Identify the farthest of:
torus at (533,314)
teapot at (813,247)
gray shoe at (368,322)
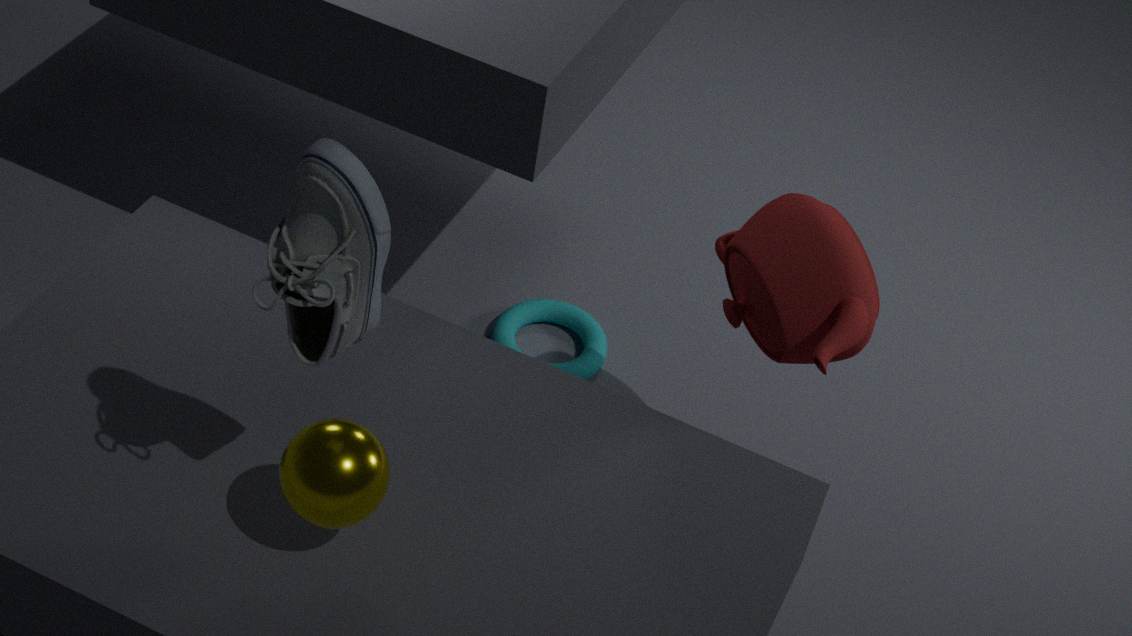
torus at (533,314)
